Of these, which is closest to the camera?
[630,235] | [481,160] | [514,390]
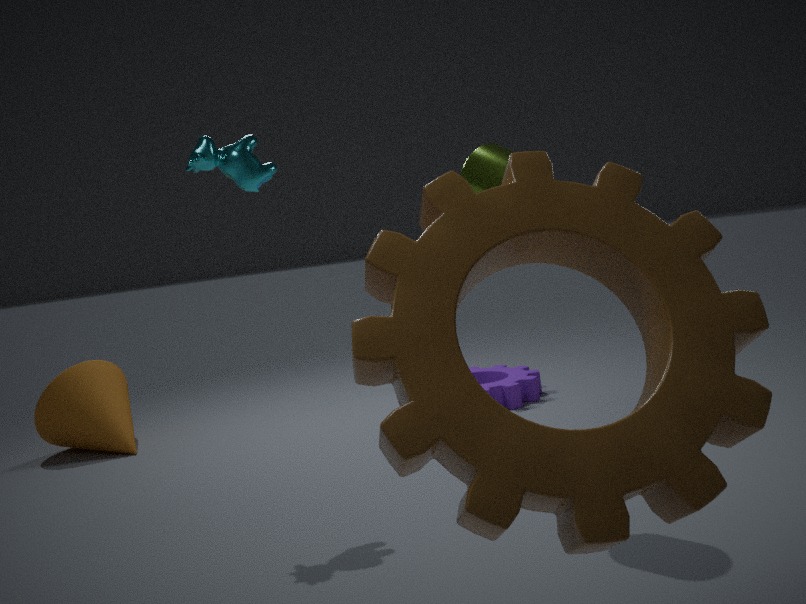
[630,235]
